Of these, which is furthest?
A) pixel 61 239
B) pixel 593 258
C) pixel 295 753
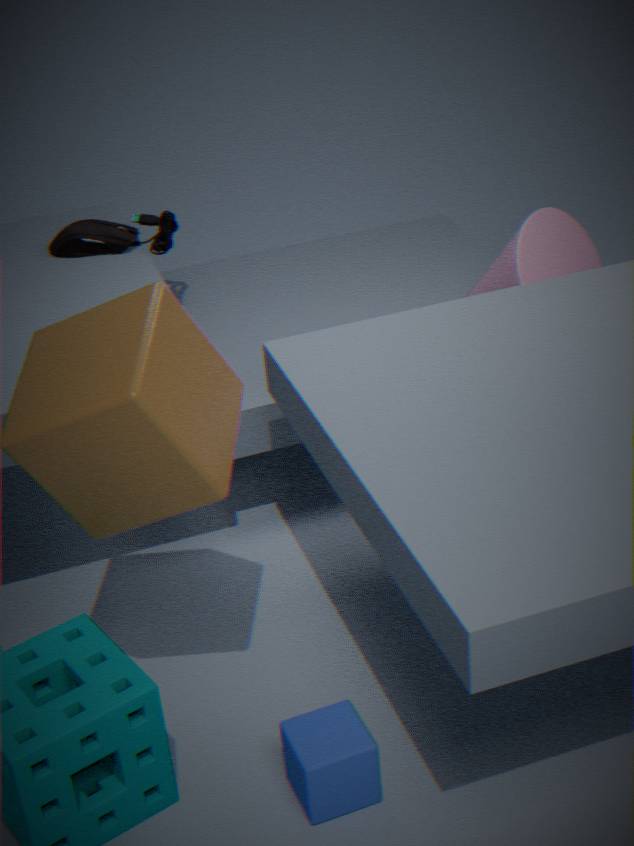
pixel 61 239
